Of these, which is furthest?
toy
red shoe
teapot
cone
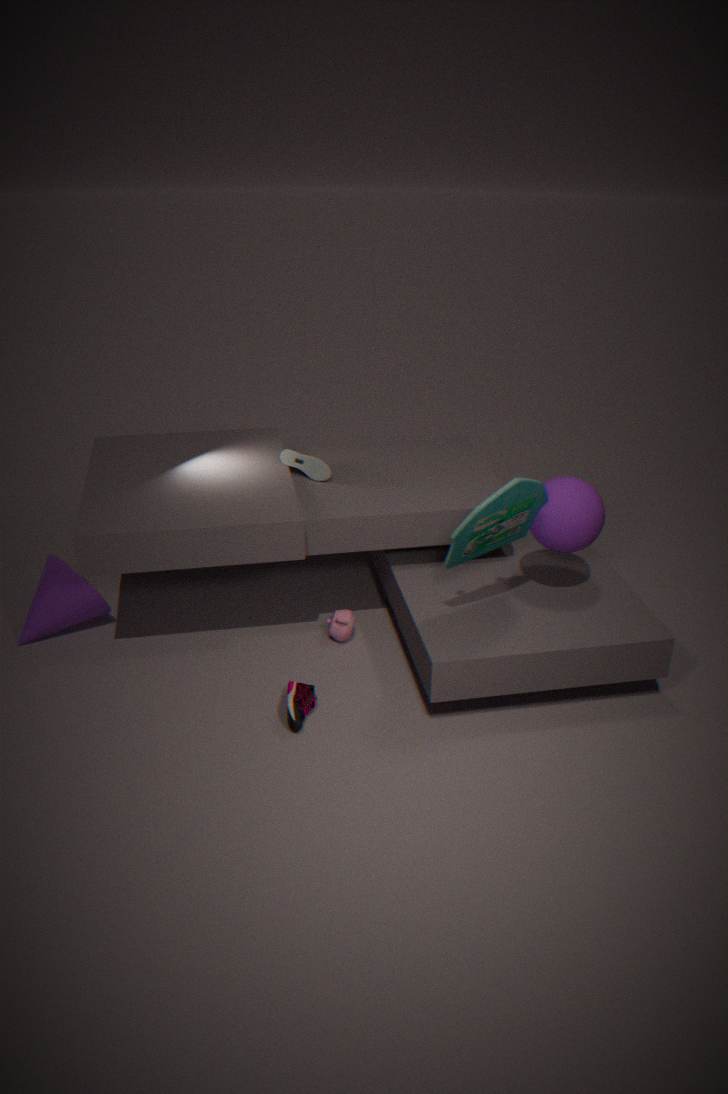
teapot
